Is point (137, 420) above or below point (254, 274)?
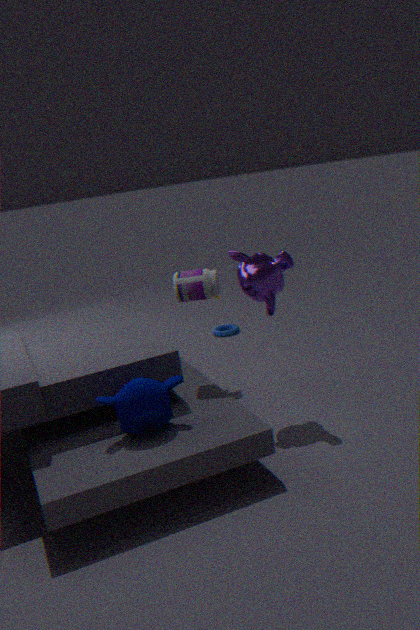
below
